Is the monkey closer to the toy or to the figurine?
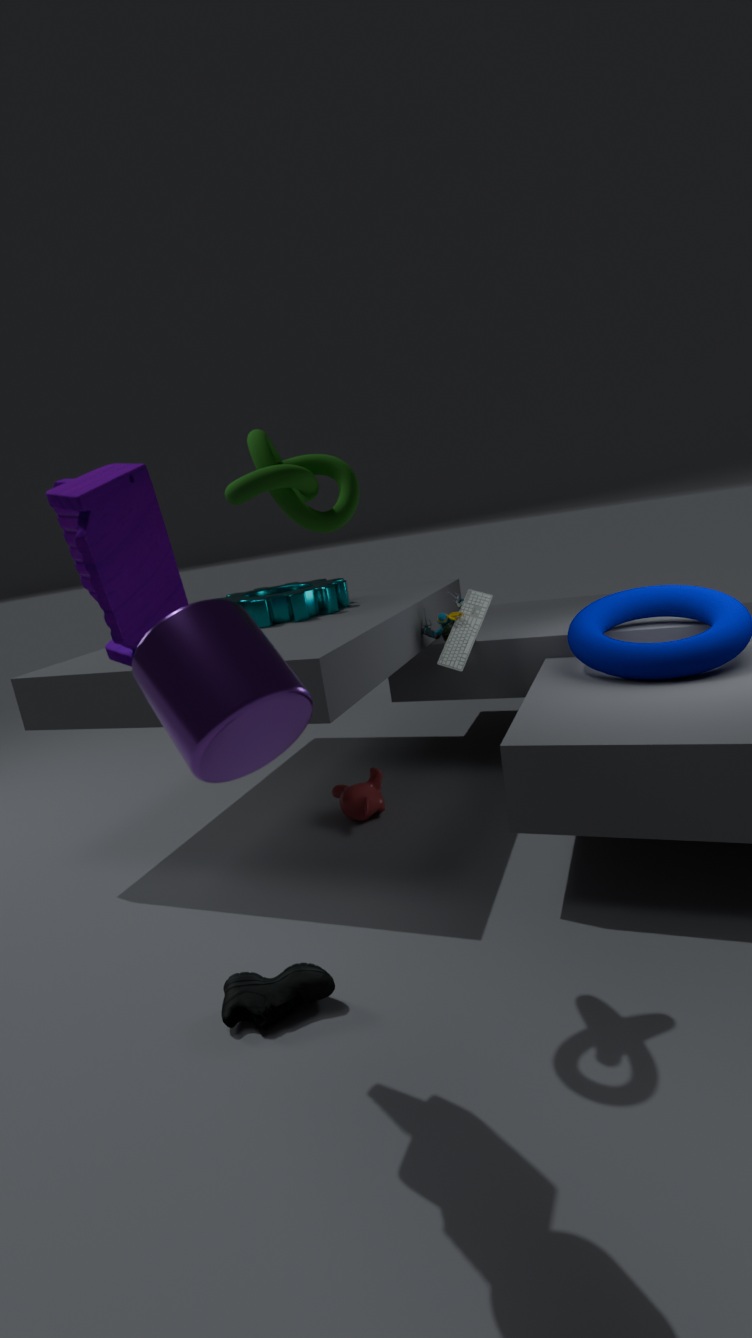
the figurine
